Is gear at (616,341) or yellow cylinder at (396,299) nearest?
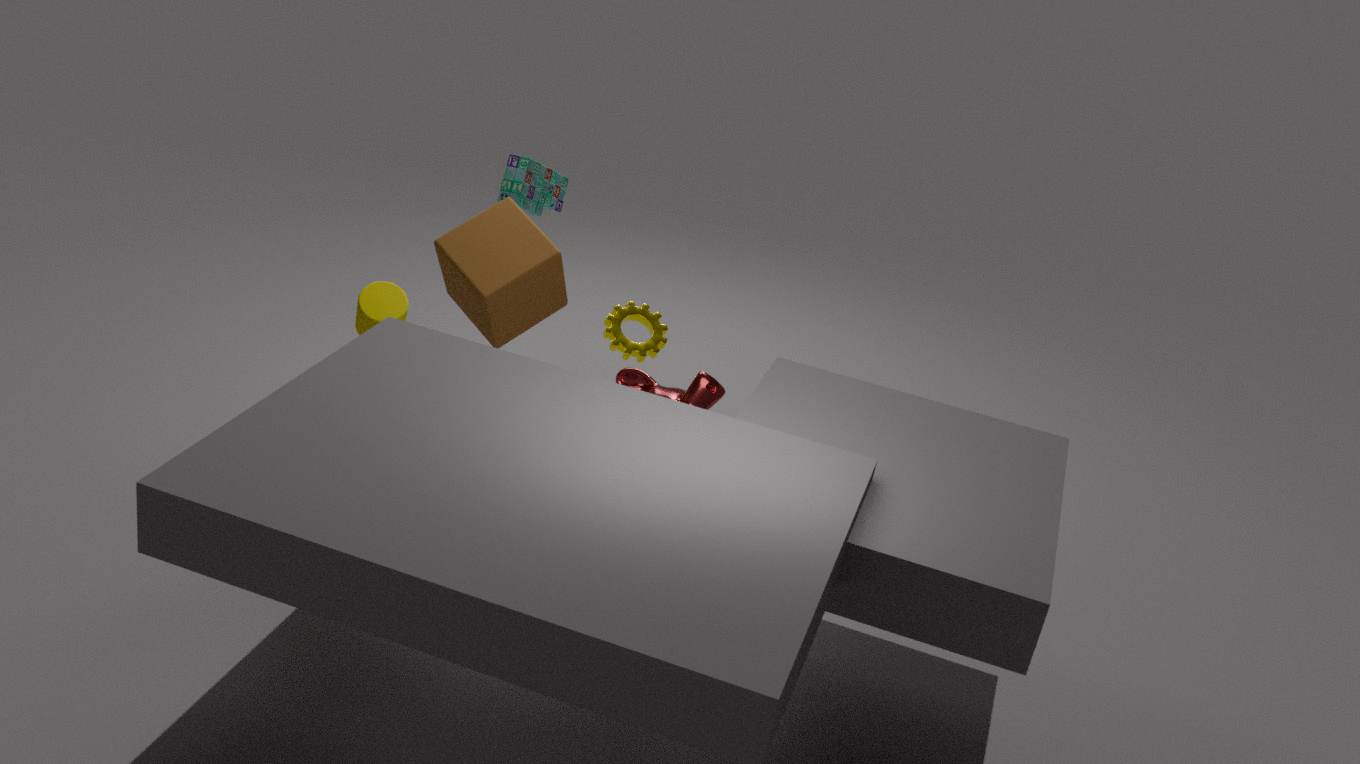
yellow cylinder at (396,299)
